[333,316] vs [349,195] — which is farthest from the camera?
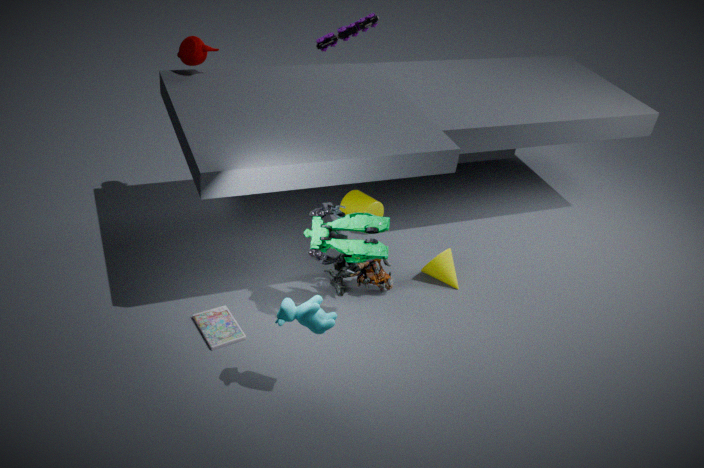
[349,195]
